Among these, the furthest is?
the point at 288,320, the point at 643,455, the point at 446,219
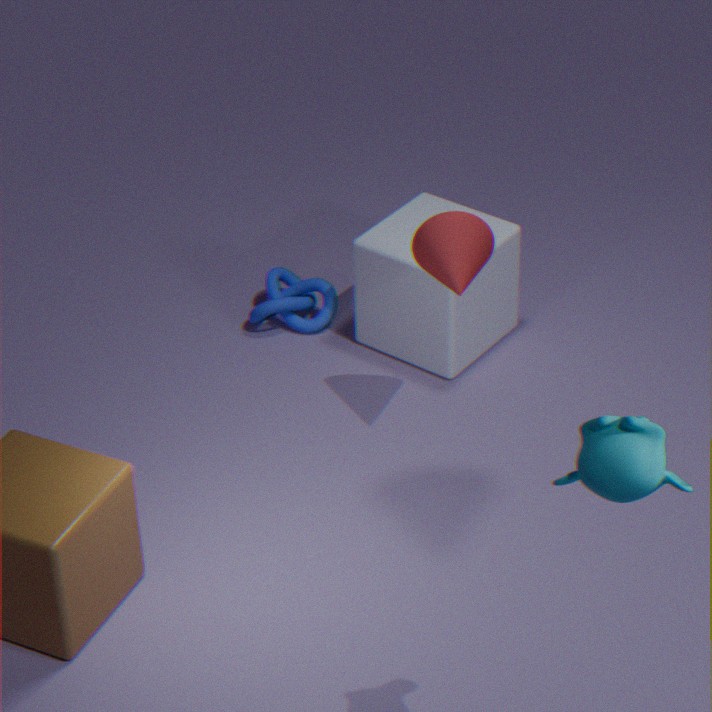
the point at 288,320
